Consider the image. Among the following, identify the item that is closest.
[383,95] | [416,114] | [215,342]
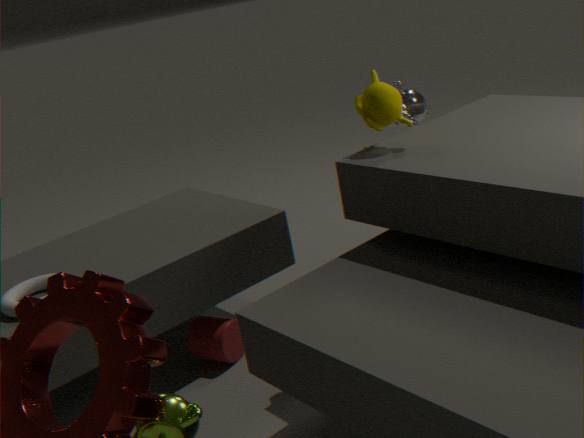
[383,95]
